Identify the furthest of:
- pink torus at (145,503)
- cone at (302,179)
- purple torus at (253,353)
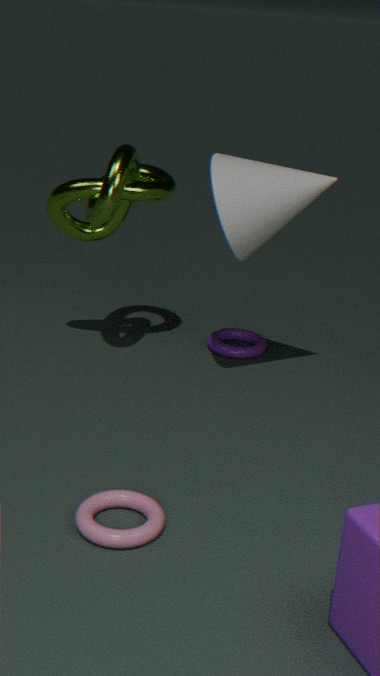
purple torus at (253,353)
